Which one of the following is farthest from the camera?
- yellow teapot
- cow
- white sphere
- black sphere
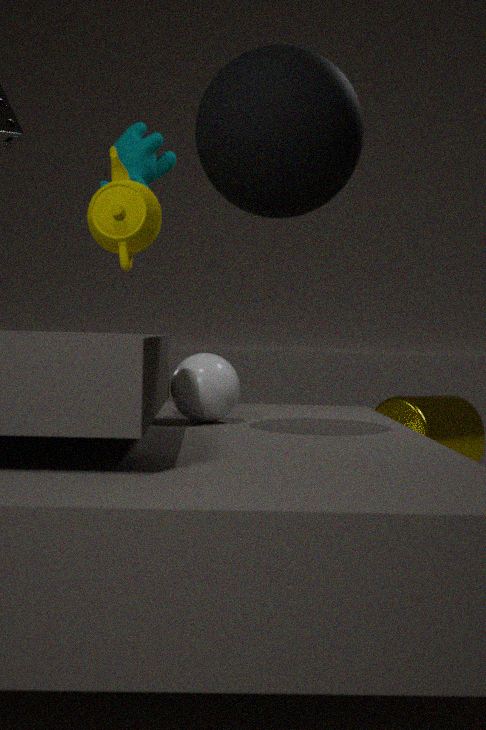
white sphere
